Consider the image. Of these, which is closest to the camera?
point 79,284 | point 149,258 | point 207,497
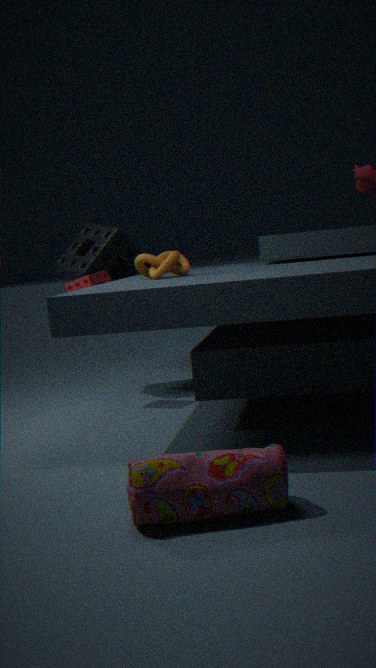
point 207,497
